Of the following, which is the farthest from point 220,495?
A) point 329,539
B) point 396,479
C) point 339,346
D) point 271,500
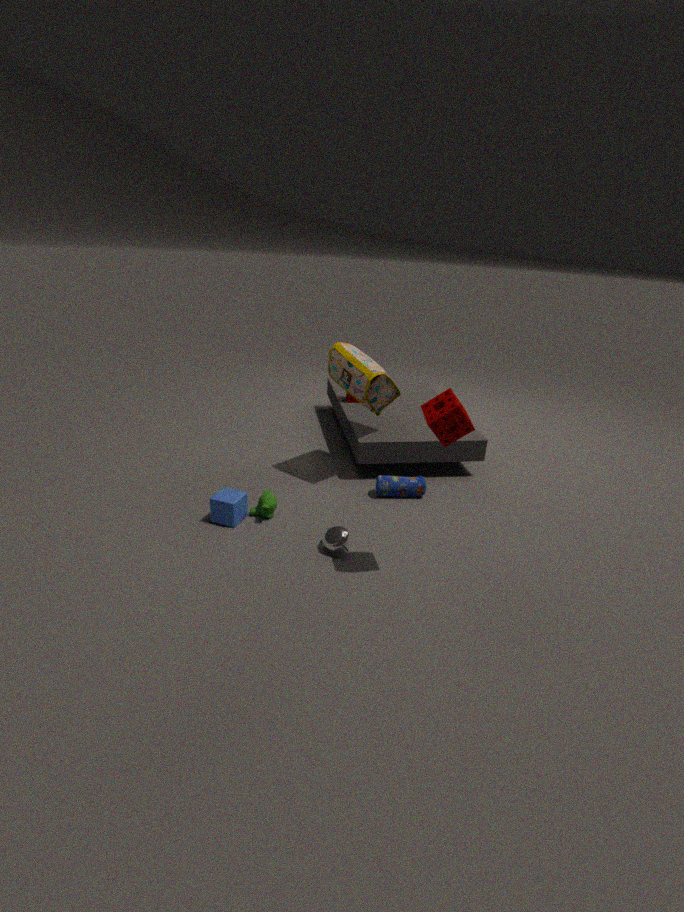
Answer: point 339,346
